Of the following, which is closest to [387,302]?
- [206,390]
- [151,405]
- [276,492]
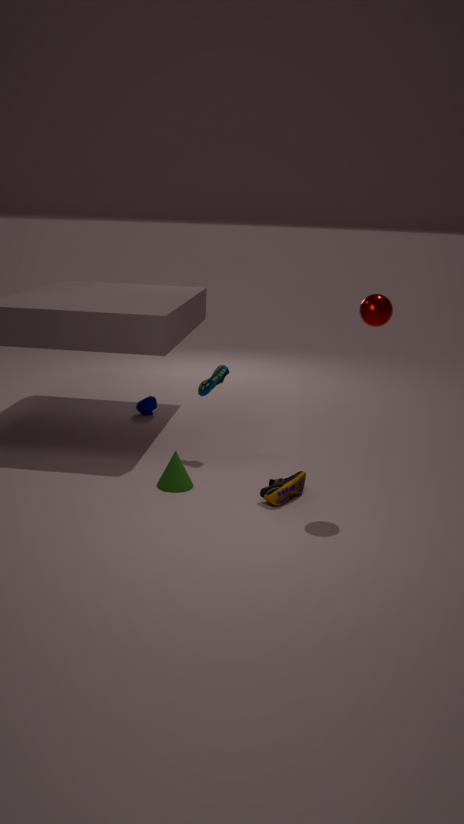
[276,492]
